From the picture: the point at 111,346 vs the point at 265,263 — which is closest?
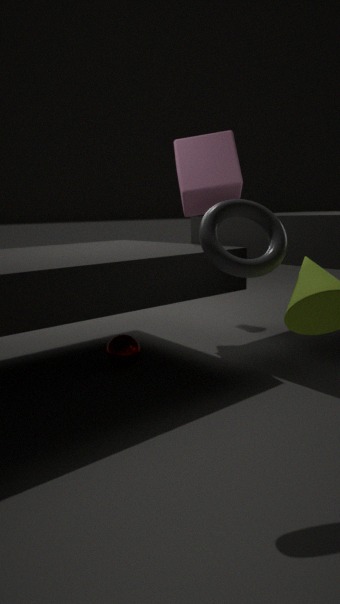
the point at 265,263
